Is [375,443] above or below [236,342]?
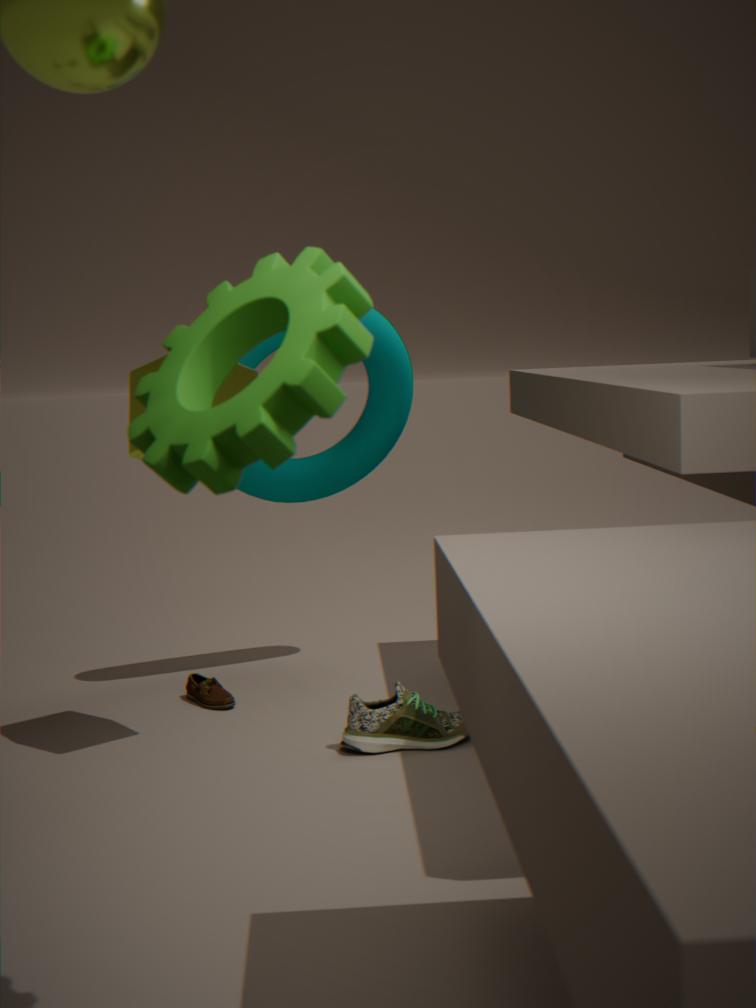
below
